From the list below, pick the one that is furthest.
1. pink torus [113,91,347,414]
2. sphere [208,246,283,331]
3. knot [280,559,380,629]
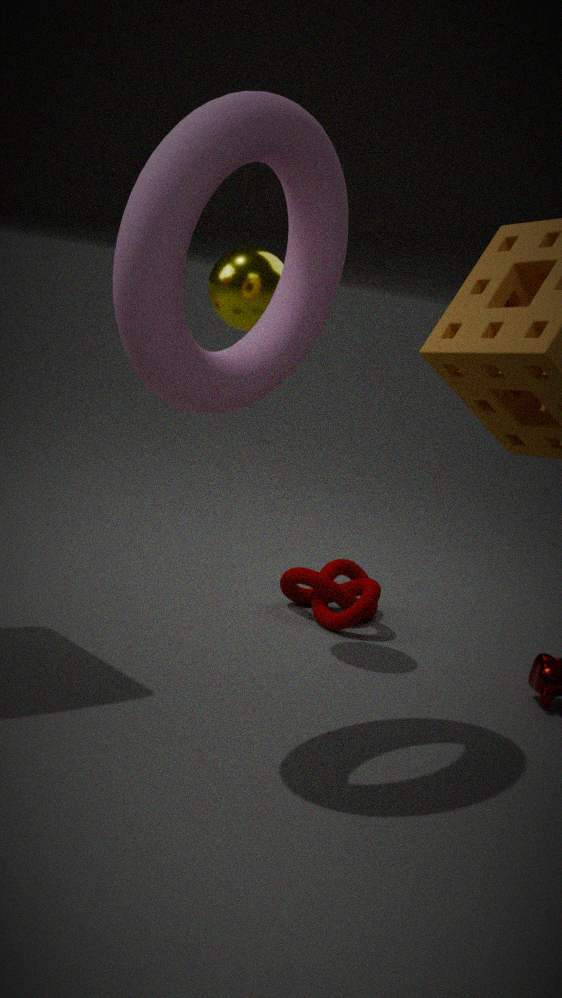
knot [280,559,380,629]
